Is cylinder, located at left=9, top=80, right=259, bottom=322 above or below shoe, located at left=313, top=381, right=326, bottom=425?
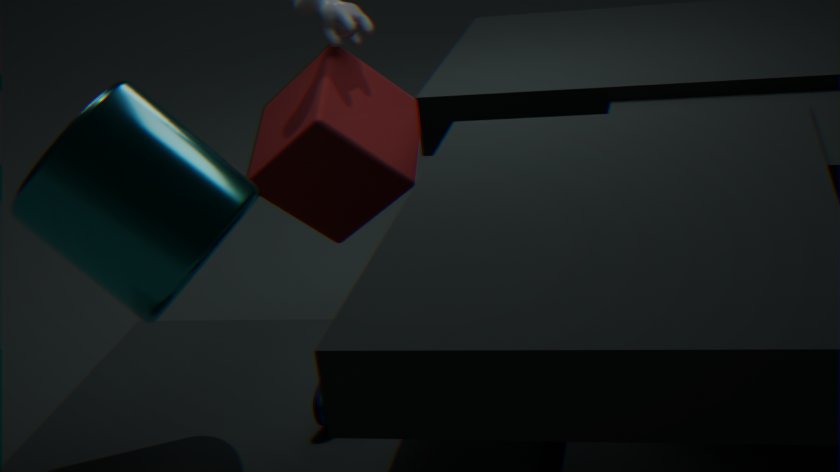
above
